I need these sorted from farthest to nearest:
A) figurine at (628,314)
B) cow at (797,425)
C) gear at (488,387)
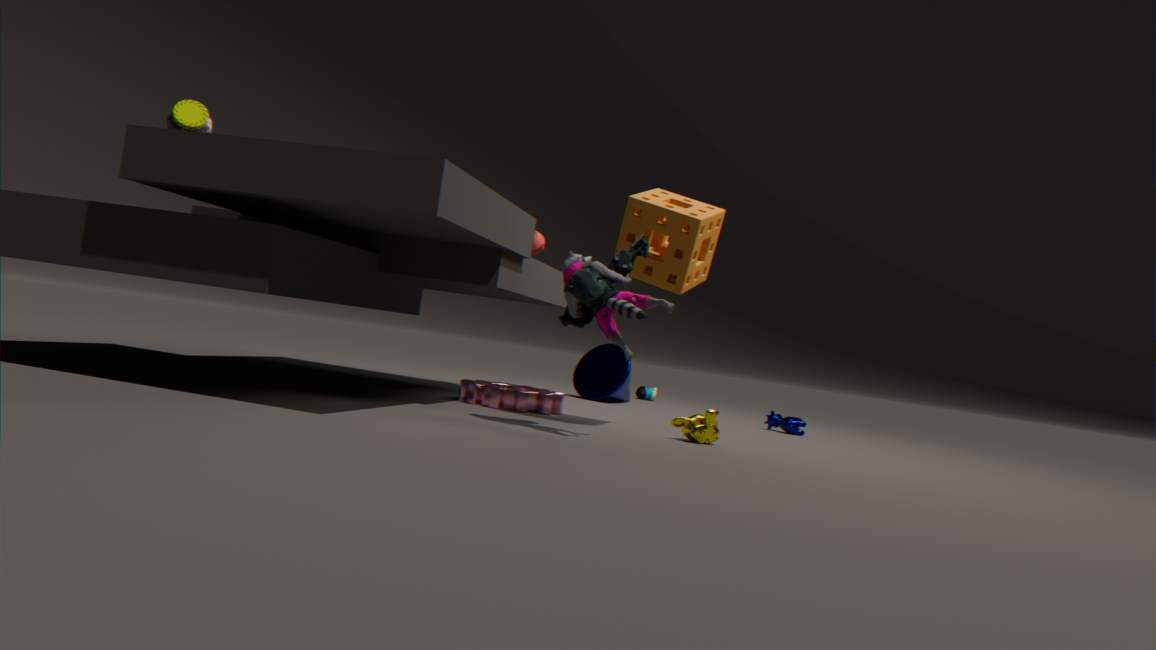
Result: 1. cow at (797,425)
2. gear at (488,387)
3. figurine at (628,314)
